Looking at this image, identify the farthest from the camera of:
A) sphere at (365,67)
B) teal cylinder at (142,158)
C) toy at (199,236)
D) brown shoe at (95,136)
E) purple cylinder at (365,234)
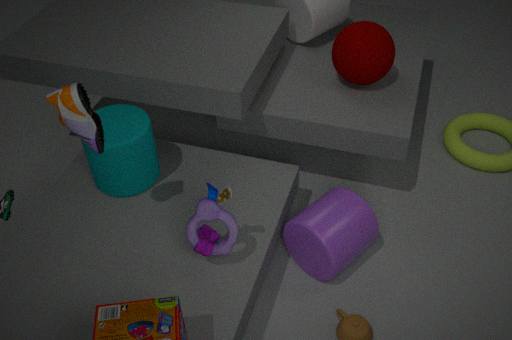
sphere at (365,67)
